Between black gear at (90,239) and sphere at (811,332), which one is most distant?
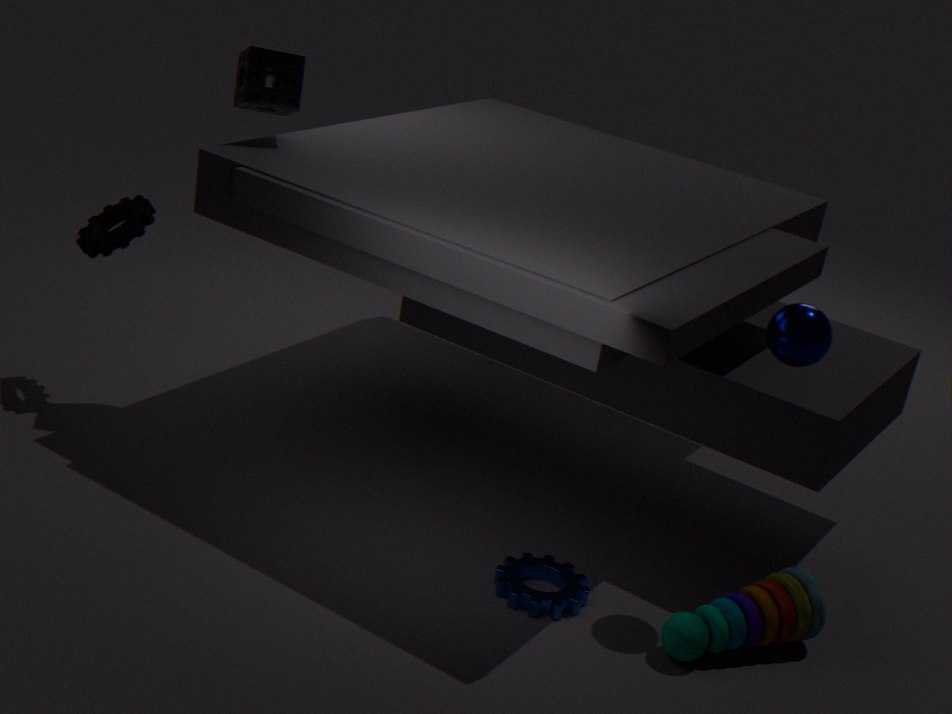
black gear at (90,239)
